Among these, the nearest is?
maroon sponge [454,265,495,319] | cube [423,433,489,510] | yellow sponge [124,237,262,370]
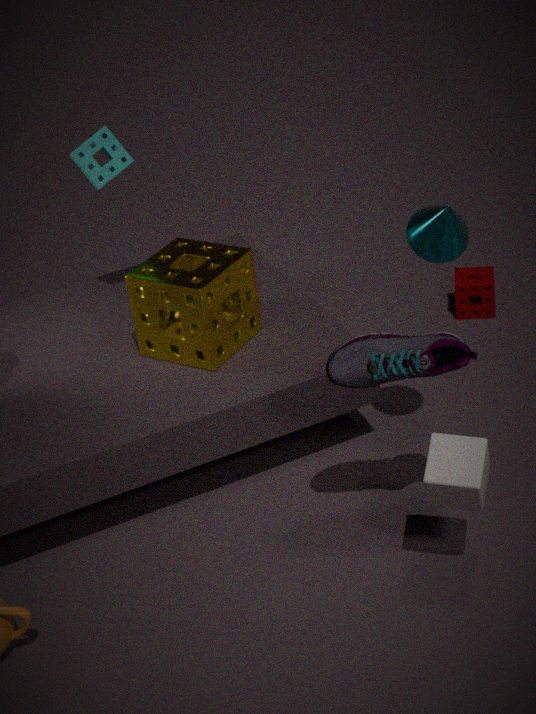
cube [423,433,489,510]
